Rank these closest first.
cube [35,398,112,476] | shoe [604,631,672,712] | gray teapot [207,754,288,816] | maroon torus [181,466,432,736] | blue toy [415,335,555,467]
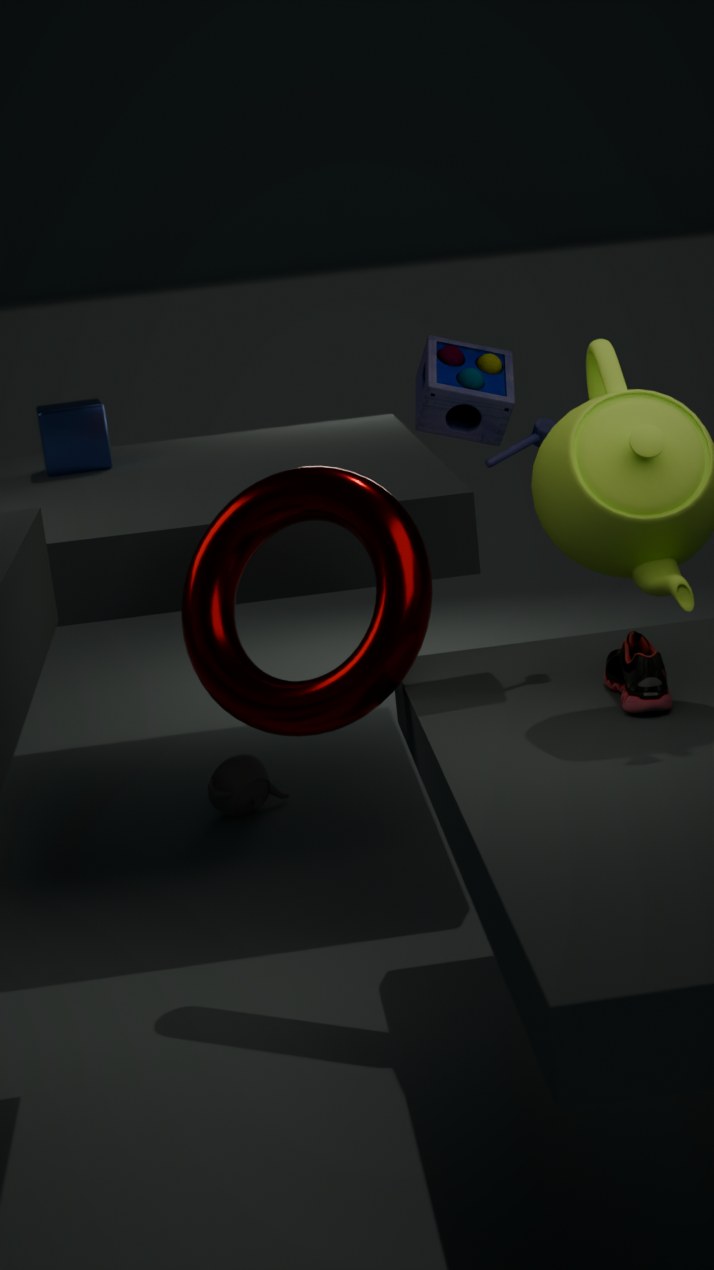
shoe [604,631,672,712] < maroon torus [181,466,432,736] < blue toy [415,335,555,467] < gray teapot [207,754,288,816] < cube [35,398,112,476]
